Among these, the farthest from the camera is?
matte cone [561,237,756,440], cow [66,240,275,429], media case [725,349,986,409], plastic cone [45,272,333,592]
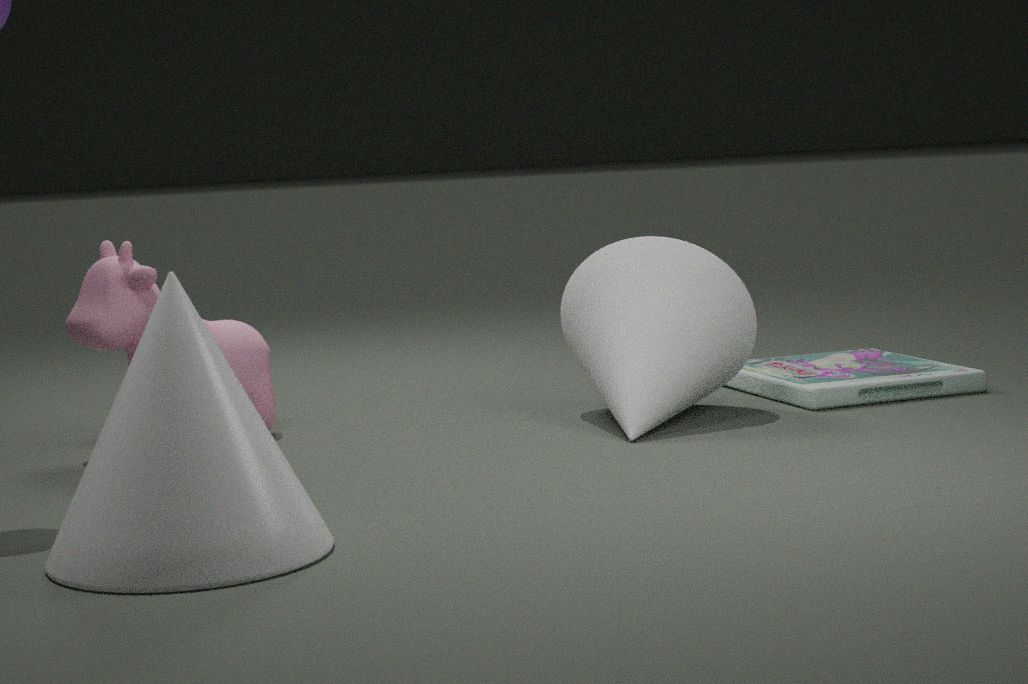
media case [725,349,986,409]
